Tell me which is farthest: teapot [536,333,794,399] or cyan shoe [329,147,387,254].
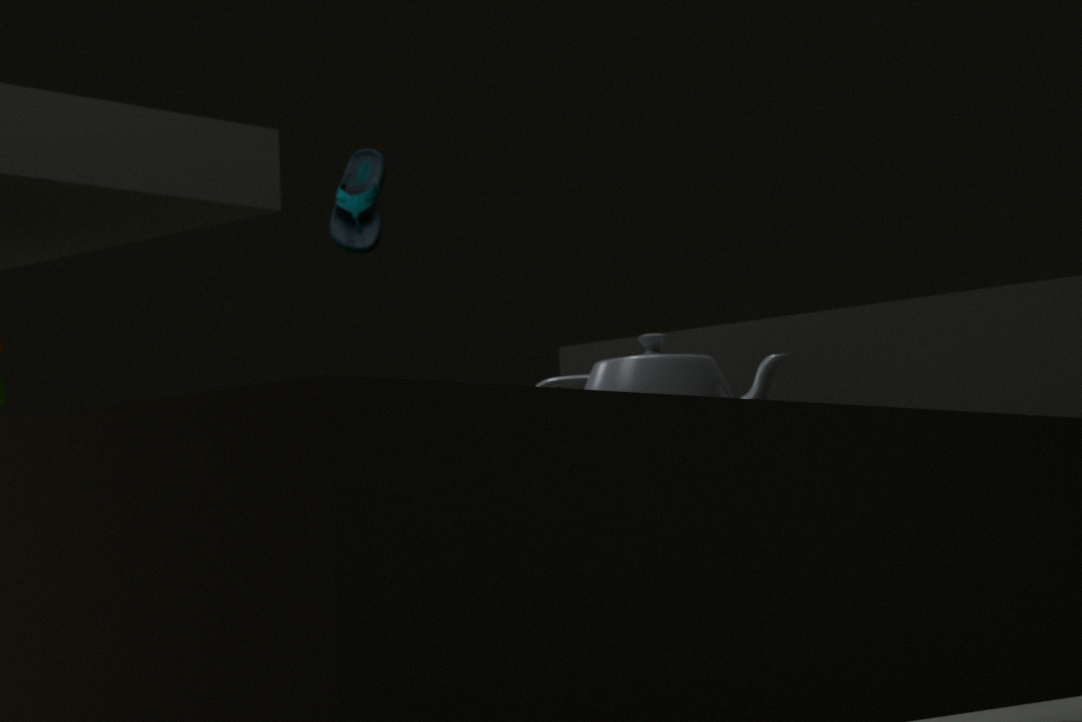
cyan shoe [329,147,387,254]
